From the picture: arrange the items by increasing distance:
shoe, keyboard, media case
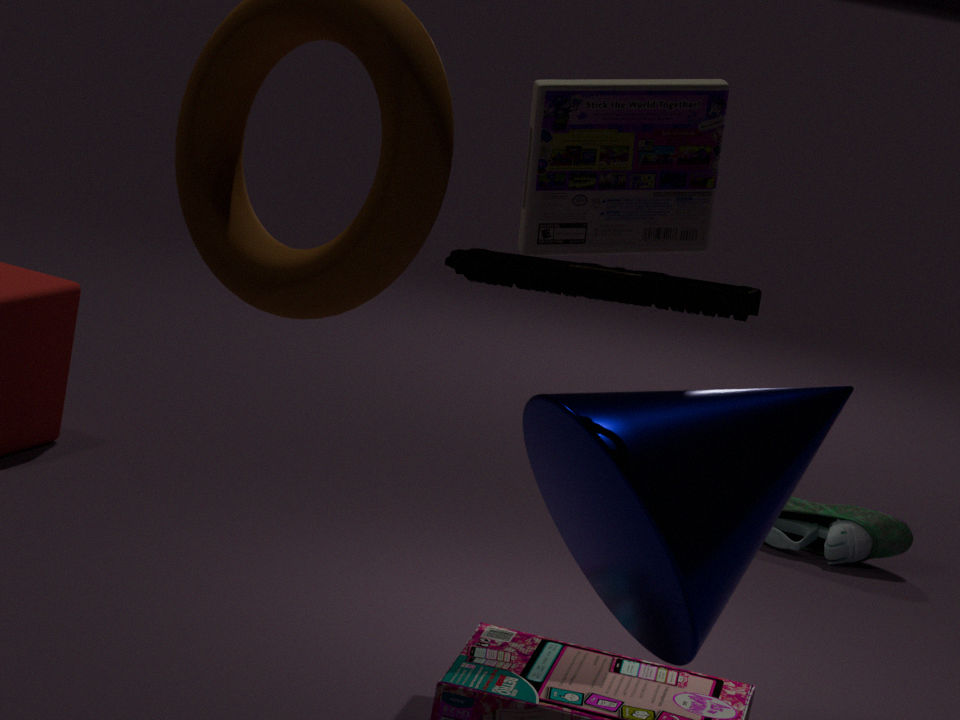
keyboard
media case
shoe
